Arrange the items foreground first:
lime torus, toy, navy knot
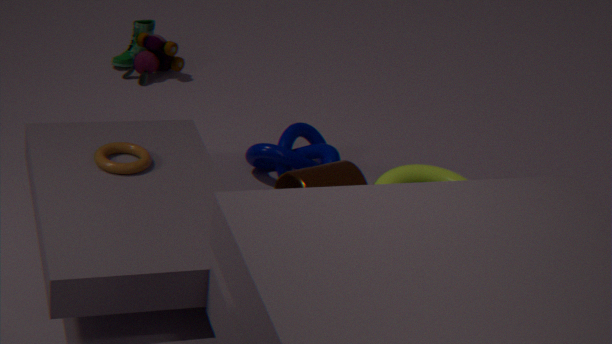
lime torus, navy knot, toy
